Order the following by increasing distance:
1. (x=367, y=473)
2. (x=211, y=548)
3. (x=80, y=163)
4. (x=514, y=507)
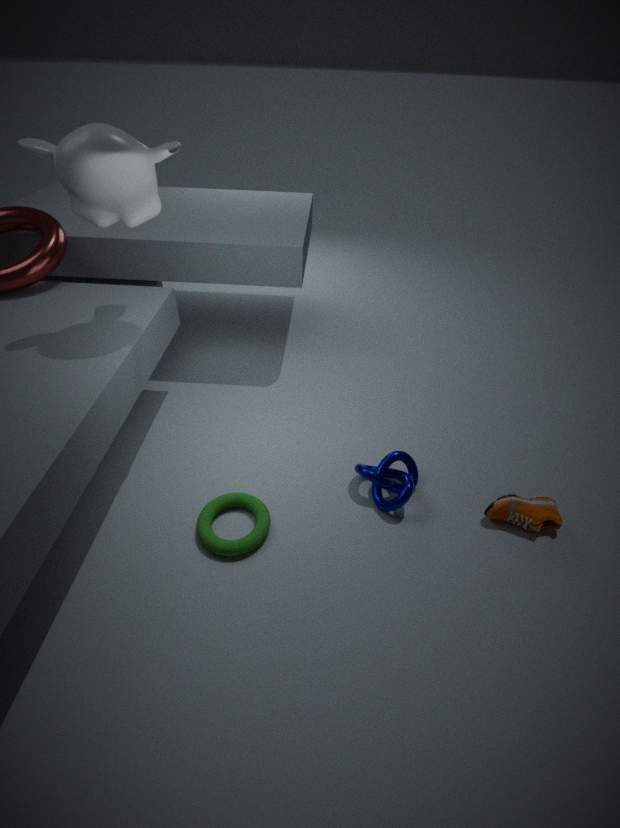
(x=80, y=163), (x=211, y=548), (x=514, y=507), (x=367, y=473)
